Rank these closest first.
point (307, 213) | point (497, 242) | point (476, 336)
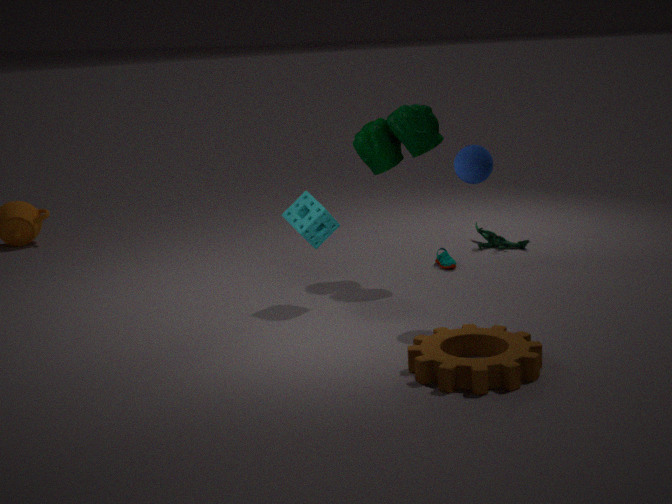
point (476, 336)
point (307, 213)
point (497, 242)
